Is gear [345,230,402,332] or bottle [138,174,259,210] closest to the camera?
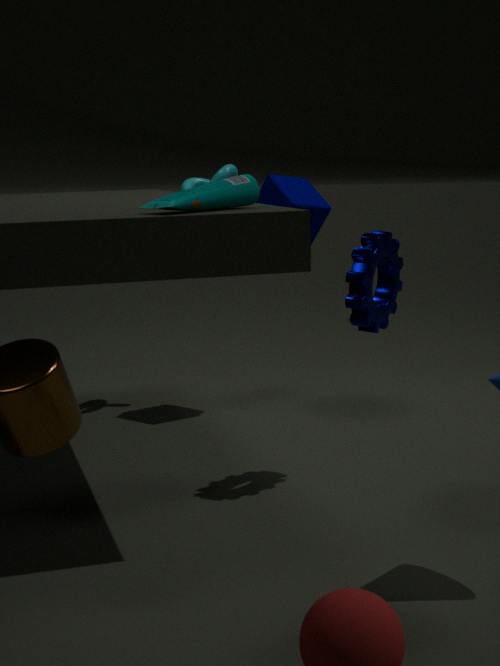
bottle [138,174,259,210]
